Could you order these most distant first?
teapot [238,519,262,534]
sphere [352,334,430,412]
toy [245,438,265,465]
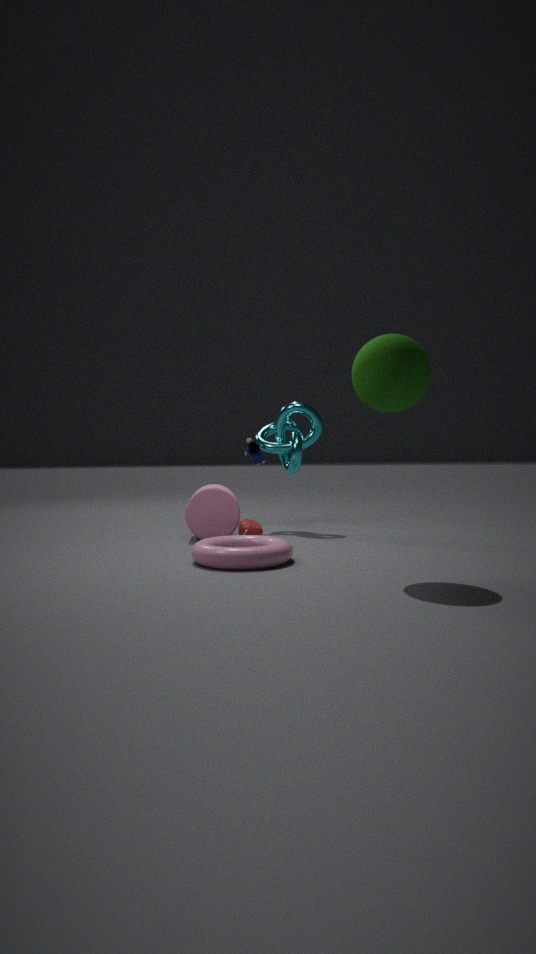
toy [245,438,265,465] → teapot [238,519,262,534] → sphere [352,334,430,412]
